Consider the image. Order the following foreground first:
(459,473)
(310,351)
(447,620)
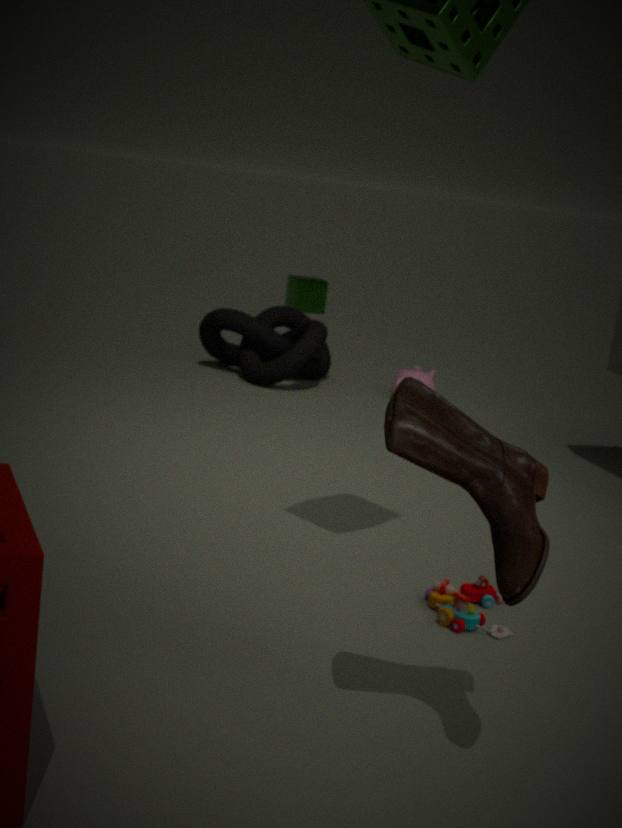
(459,473) → (447,620) → (310,351)
